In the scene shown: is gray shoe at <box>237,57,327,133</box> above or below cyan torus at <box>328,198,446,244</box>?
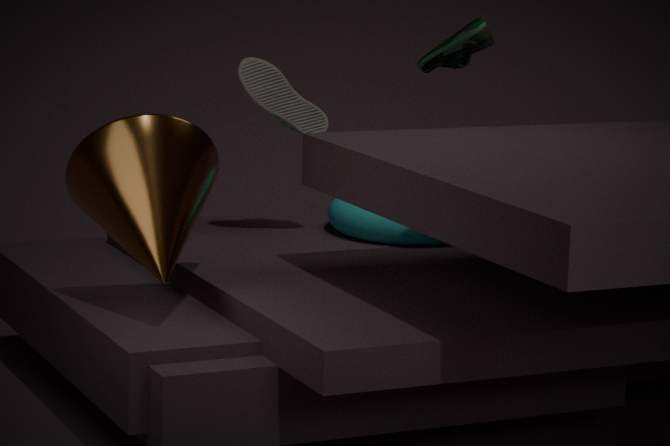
above
